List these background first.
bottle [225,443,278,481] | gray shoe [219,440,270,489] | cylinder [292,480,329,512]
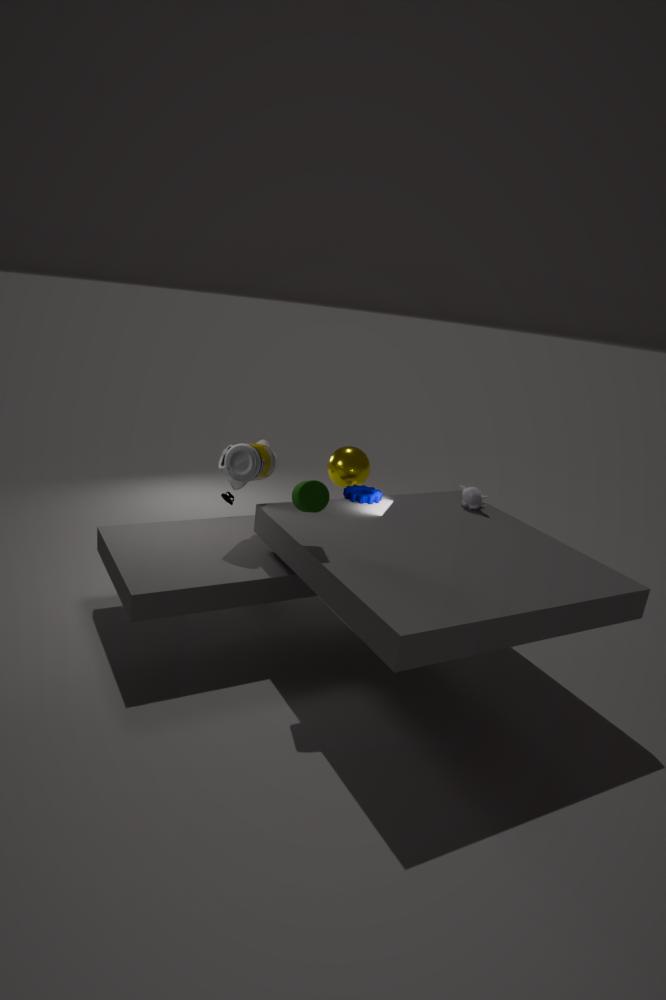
gray shoe [219,440,270,489] < bottle [225,443,278,481] < cylinder [292,480,329,512]
